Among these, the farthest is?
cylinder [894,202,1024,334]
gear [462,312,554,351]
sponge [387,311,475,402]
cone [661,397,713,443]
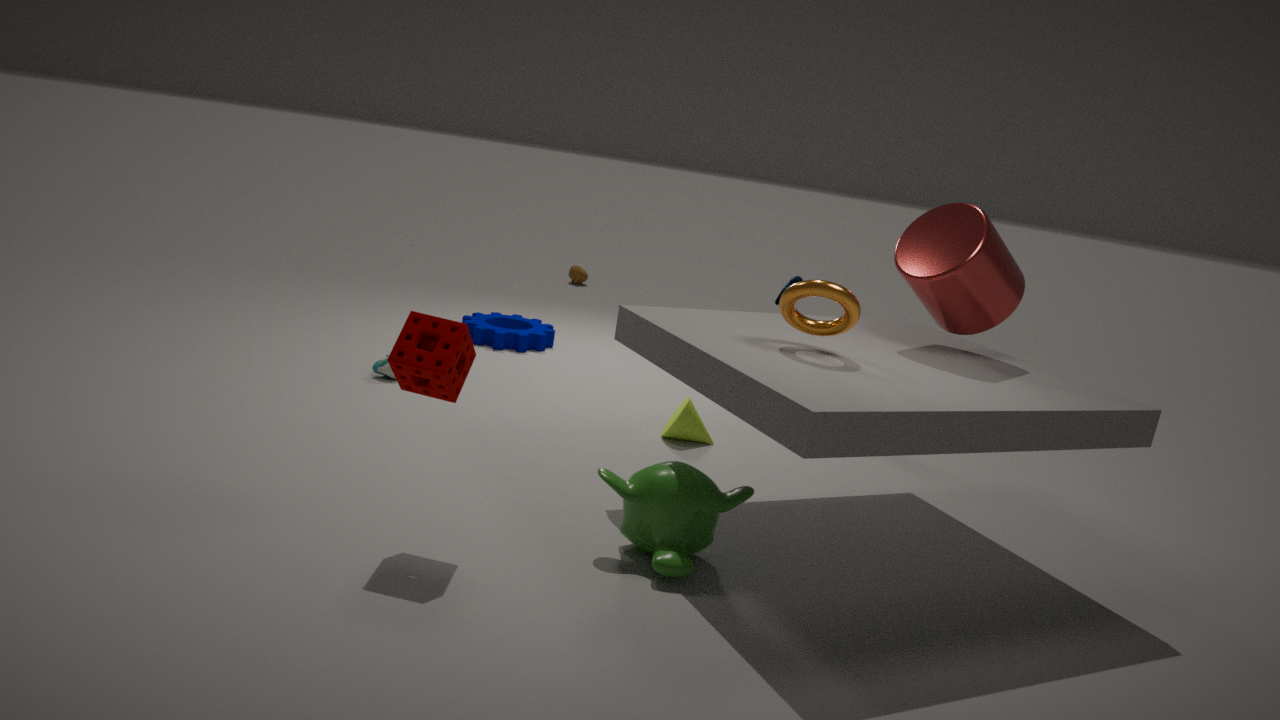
gear [462,312,554,351]
